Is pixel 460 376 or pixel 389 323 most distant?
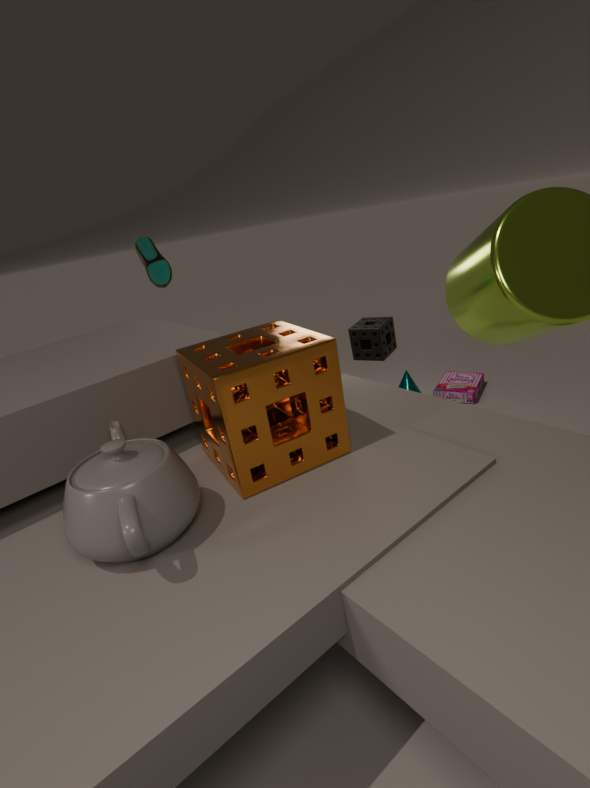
pixel 460 376
